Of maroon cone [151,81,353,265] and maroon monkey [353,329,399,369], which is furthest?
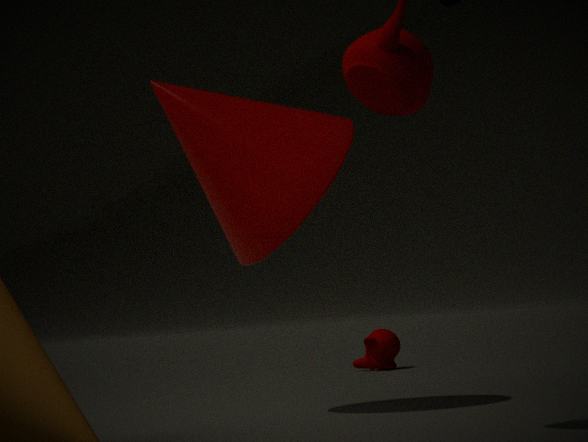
maroon monkey [353,329,399,369]
